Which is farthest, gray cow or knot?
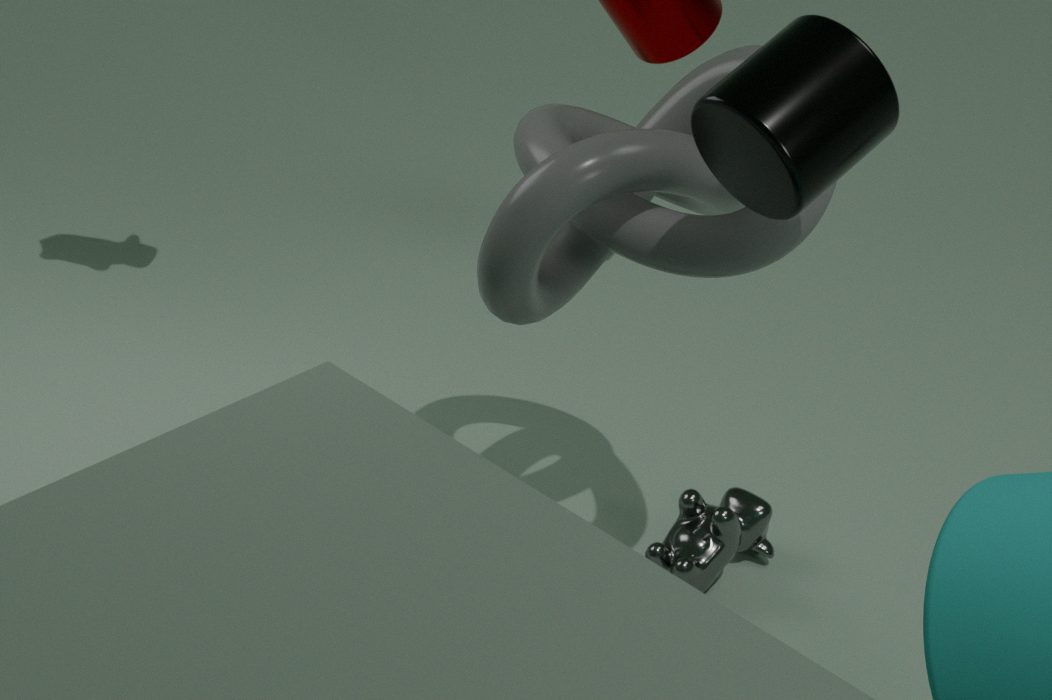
gray cow
